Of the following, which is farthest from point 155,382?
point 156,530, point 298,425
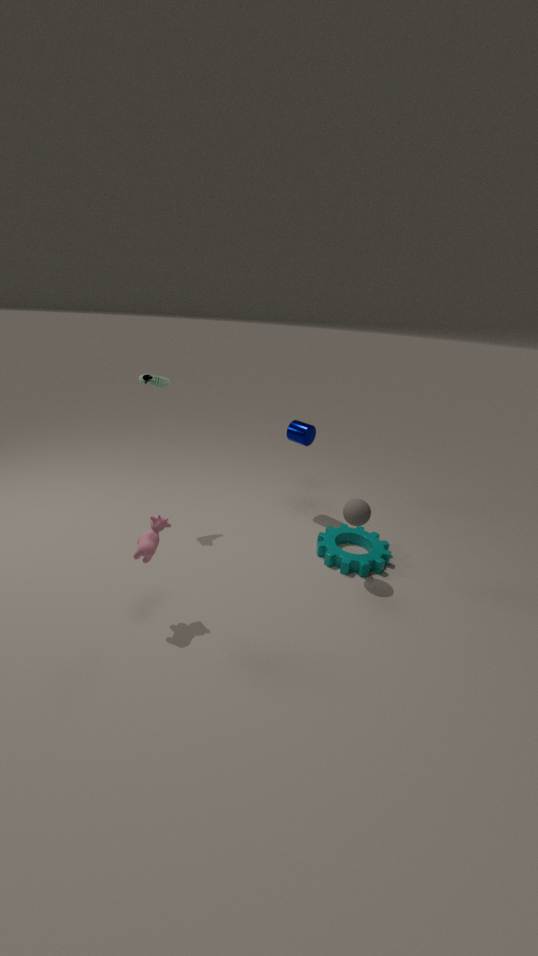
point 156,530
